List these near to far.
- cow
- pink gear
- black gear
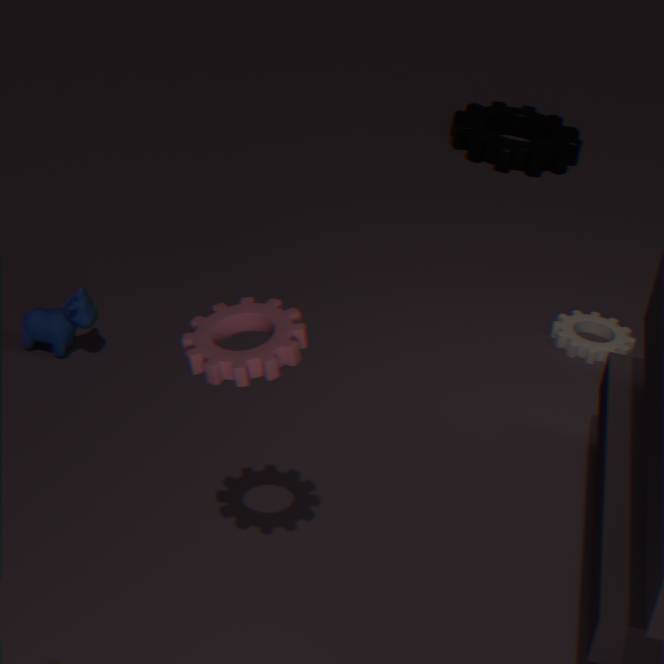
pink gear, cow, black gear
